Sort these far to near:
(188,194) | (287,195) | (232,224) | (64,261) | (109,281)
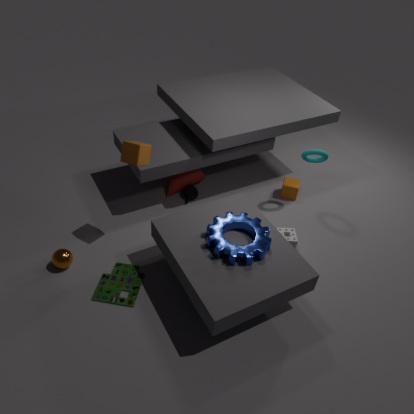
(287,195) < (188,194) < (109,281) < (64,261) < (232,224)
